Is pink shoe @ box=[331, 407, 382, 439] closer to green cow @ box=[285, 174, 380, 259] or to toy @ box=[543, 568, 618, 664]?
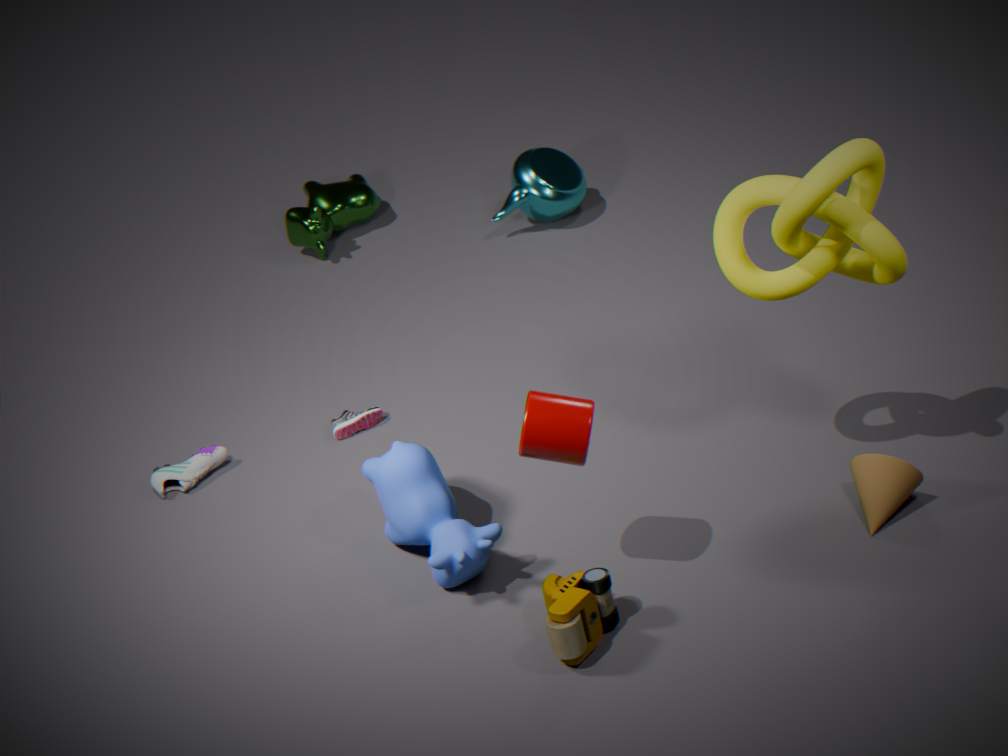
toy @ box=[543, 568, 618, 664]
